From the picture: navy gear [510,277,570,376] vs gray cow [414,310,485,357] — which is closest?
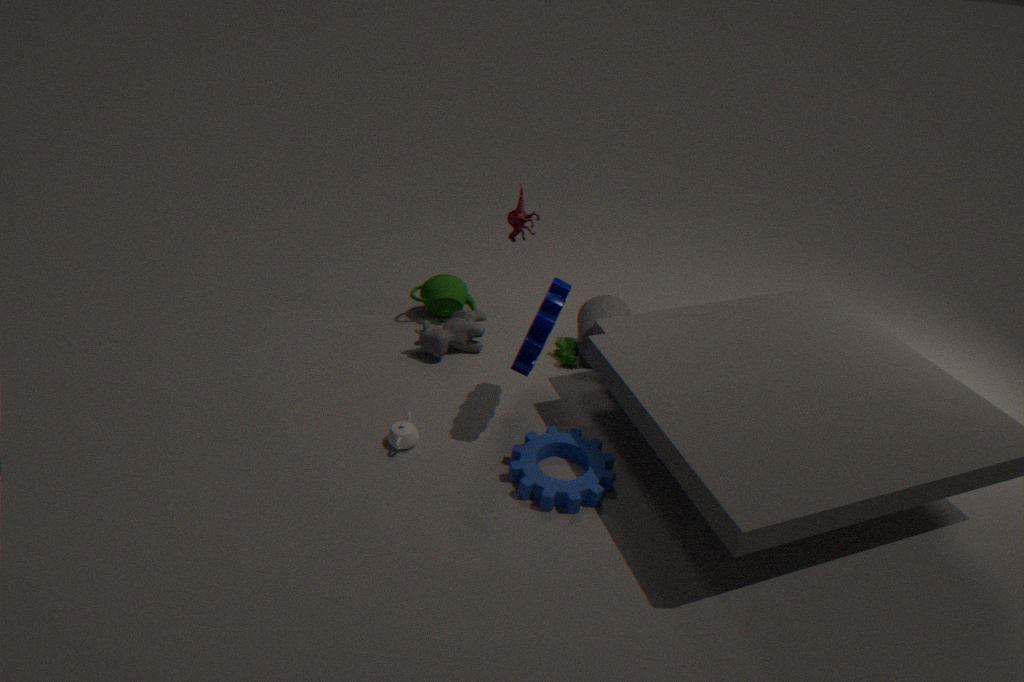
navy gear [510,277,570,376]
